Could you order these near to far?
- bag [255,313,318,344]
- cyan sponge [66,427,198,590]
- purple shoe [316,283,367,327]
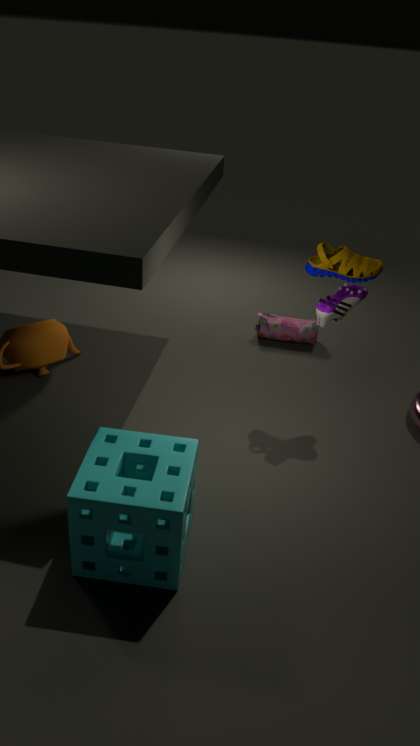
1. cyan sponge [66,427,198,590]
2. purple shoe [316,283,367,327]
3. bag [255,313,318,344]
